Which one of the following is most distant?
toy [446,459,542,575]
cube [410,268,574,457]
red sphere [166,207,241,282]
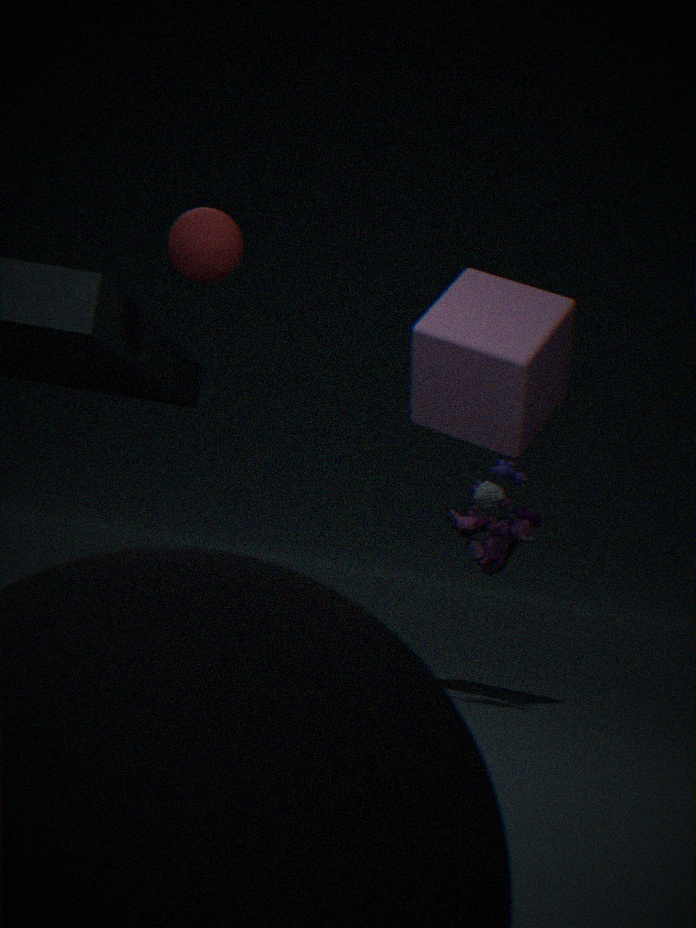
cube [410,268,574,457]
